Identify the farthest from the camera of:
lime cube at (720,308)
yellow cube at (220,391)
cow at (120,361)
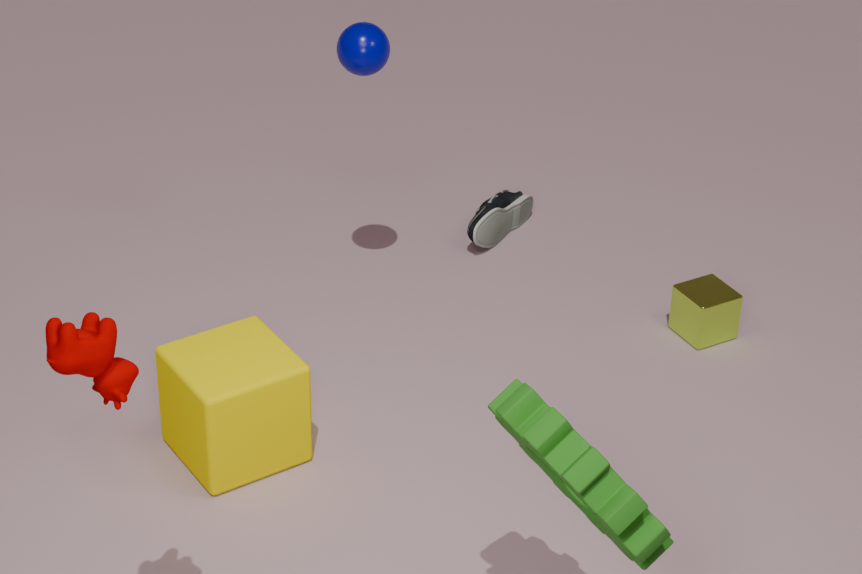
lime cube at (720,308)
